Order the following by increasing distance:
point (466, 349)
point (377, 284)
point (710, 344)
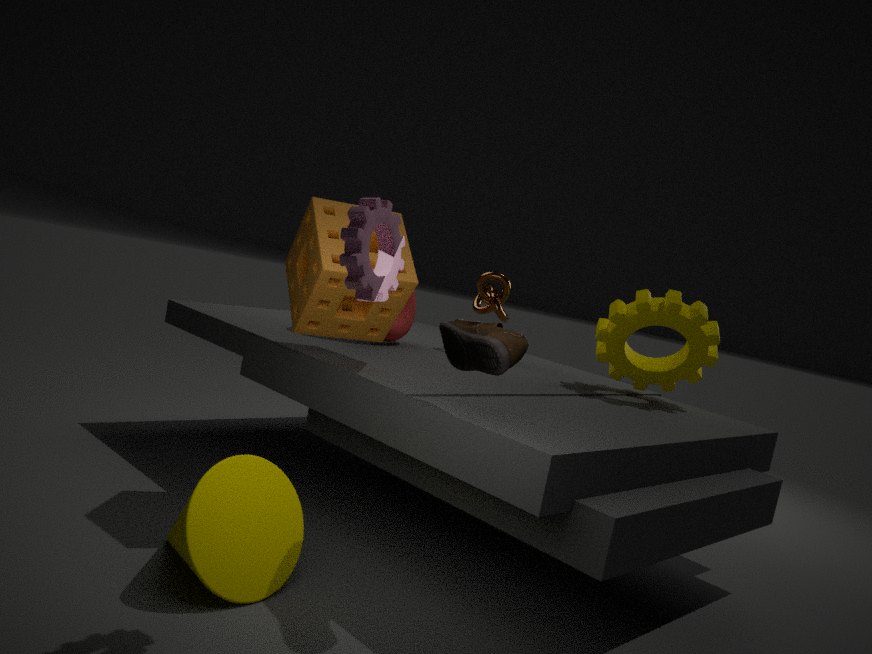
point (377, 284) < point (466, 349) < point (710, 344)
